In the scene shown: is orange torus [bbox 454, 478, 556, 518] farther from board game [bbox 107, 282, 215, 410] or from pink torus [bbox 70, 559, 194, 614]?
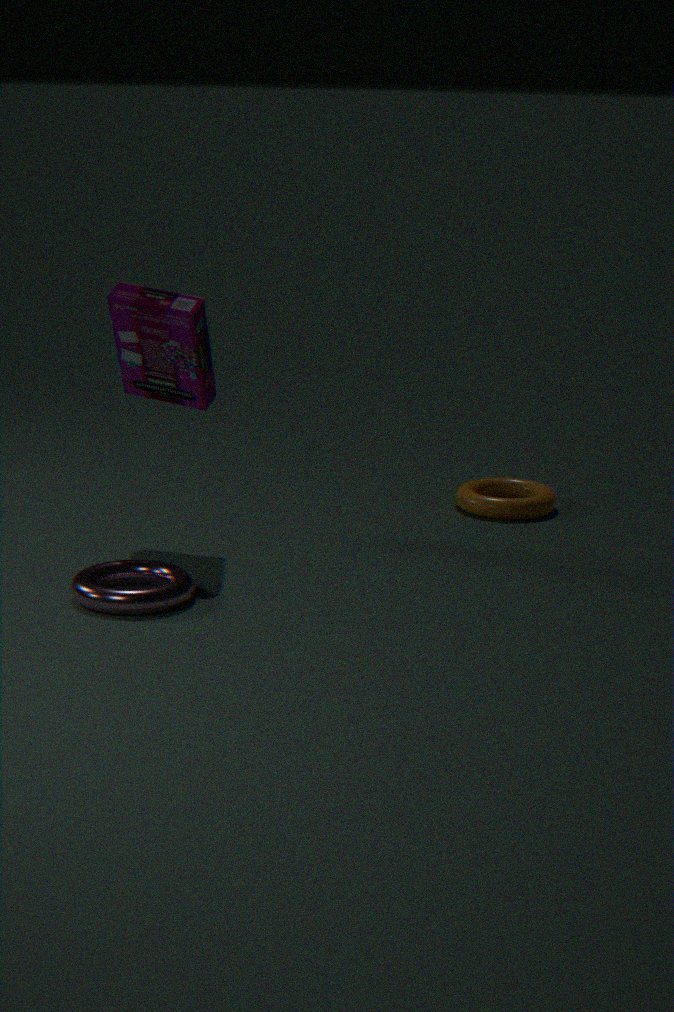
pink torus [bbox 70, 559, 194, 614]
